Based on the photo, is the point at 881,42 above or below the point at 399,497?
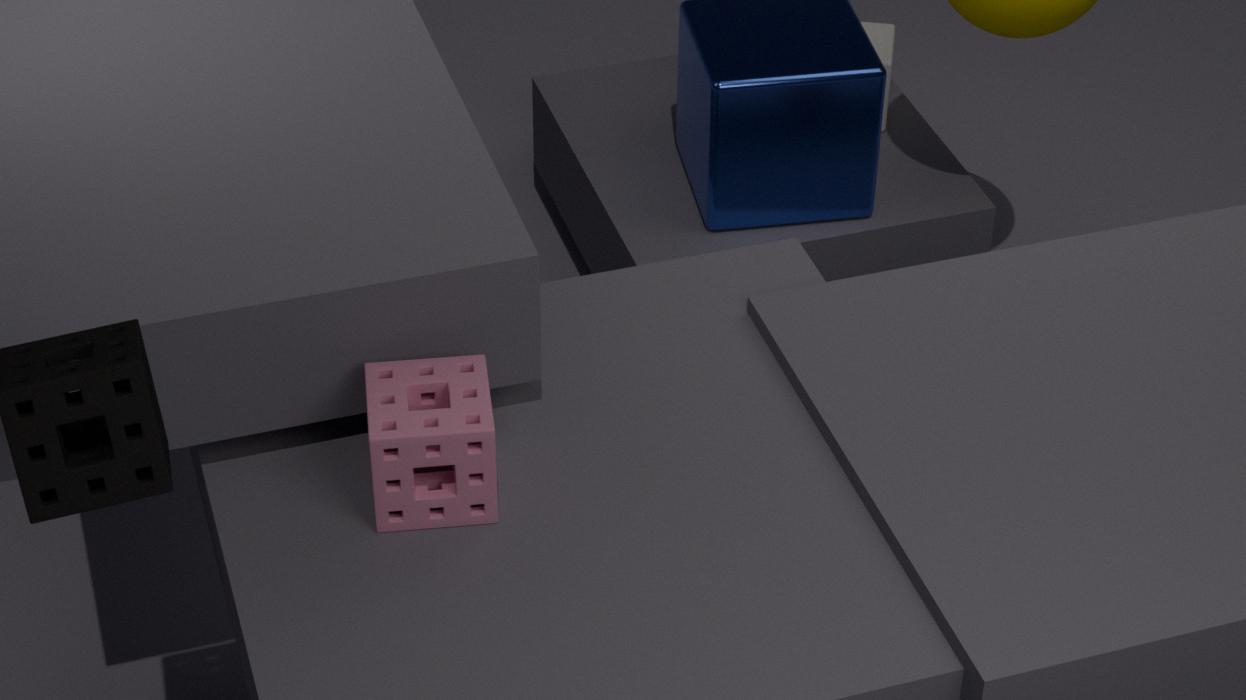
below
